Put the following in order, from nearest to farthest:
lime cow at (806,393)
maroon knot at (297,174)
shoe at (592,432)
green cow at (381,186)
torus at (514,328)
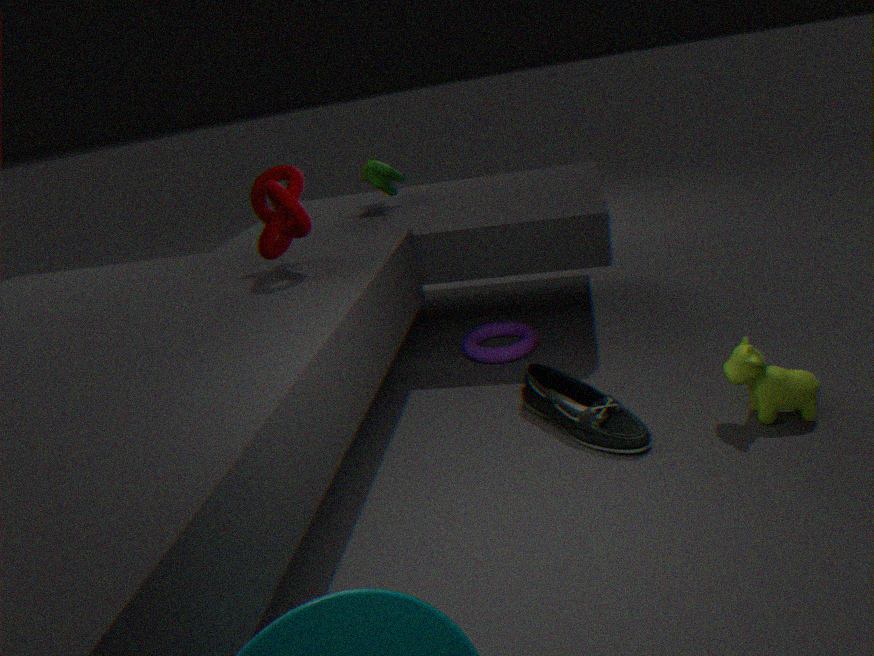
lime cow at (806,393) < shoe at (592,432) < maroon knot at (297,174) < torus at (514,328) < green cow at (381,186)
